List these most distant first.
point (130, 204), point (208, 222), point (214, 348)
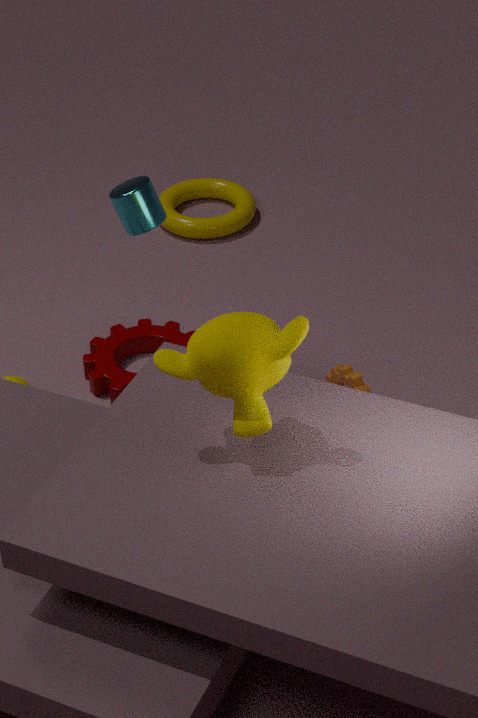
point (208, 222), point (130, 204), point (214, 348)
